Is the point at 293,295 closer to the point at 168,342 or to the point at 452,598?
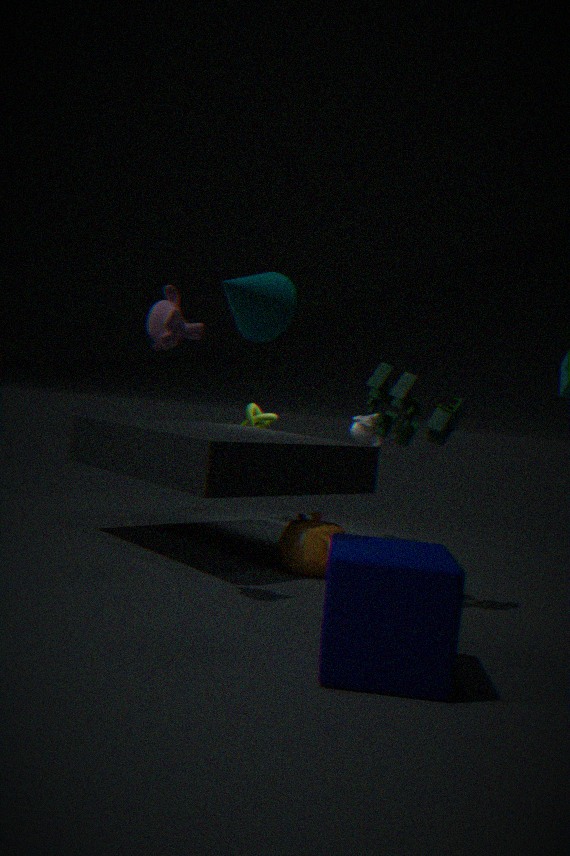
the point at 168,342
